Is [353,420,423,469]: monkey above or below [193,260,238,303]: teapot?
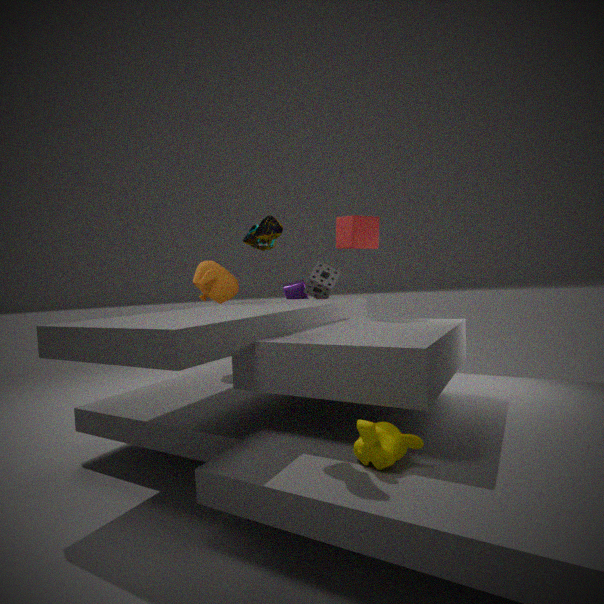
below
